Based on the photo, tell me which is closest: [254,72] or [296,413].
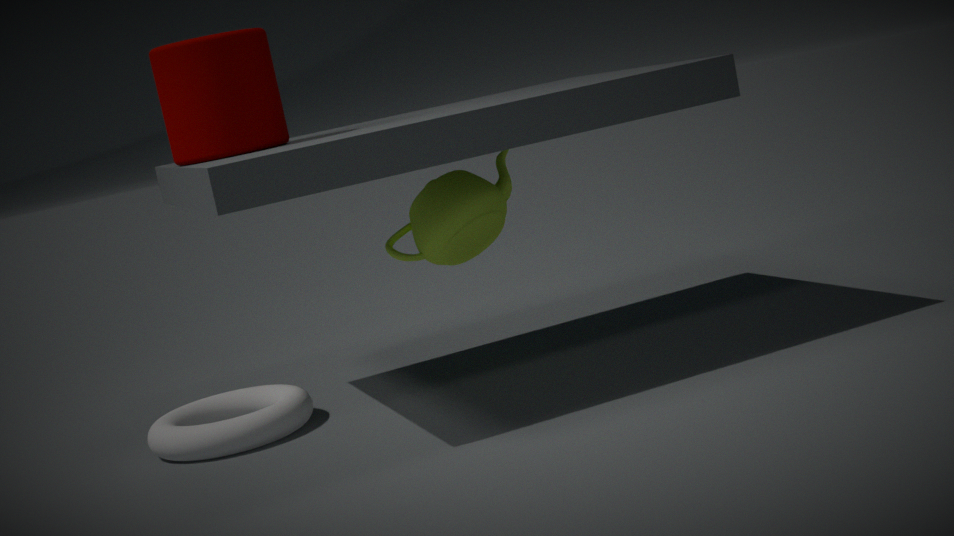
[254,72]
